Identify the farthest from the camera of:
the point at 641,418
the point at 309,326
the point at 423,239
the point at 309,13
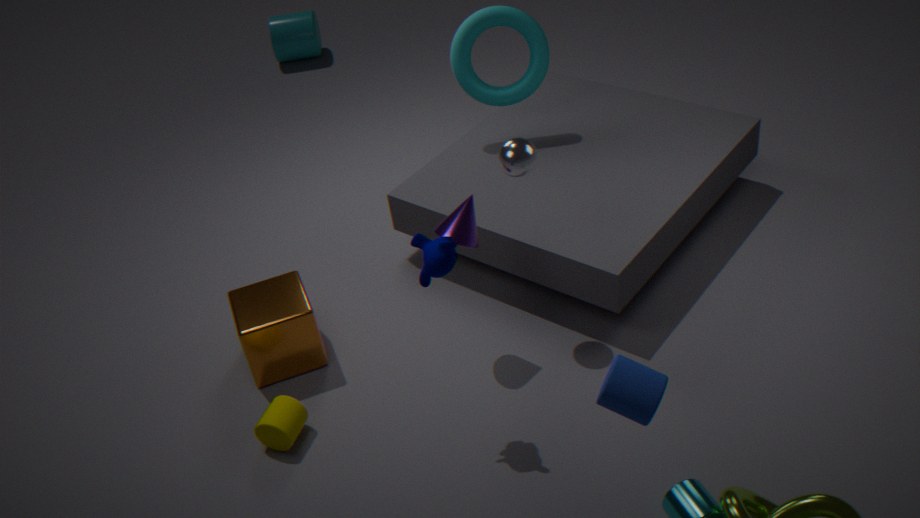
the point at 309,13
